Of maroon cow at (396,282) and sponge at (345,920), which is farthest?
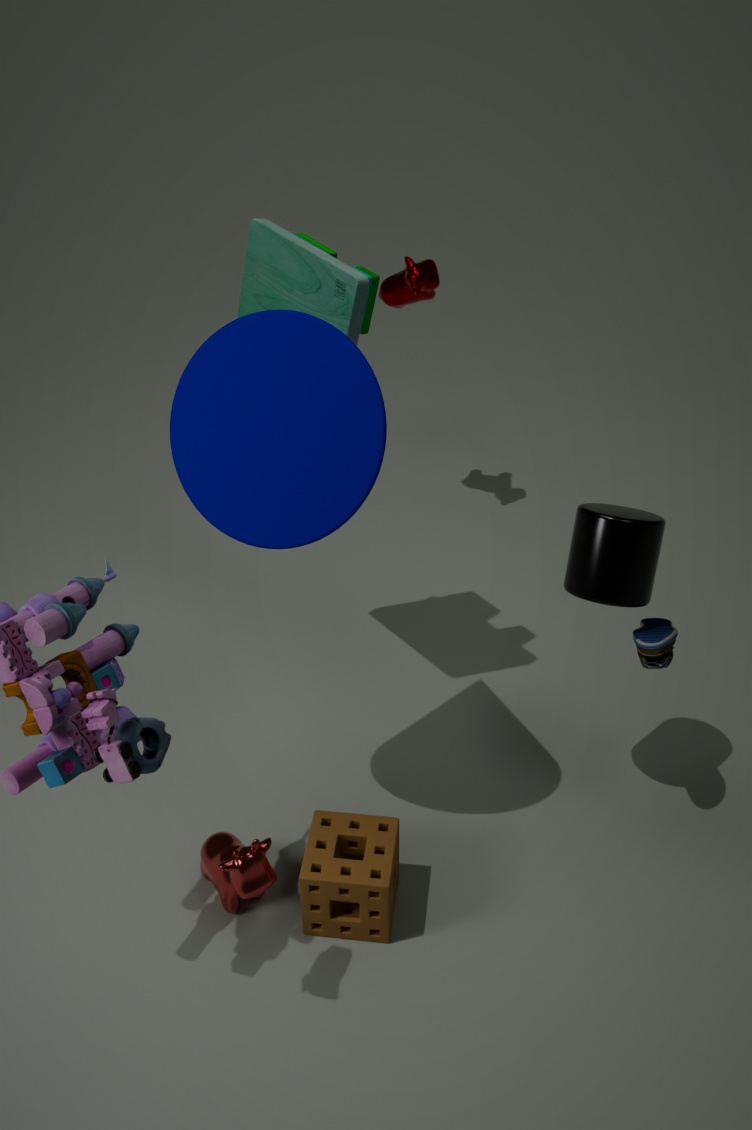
maroon cow at (396,282)
